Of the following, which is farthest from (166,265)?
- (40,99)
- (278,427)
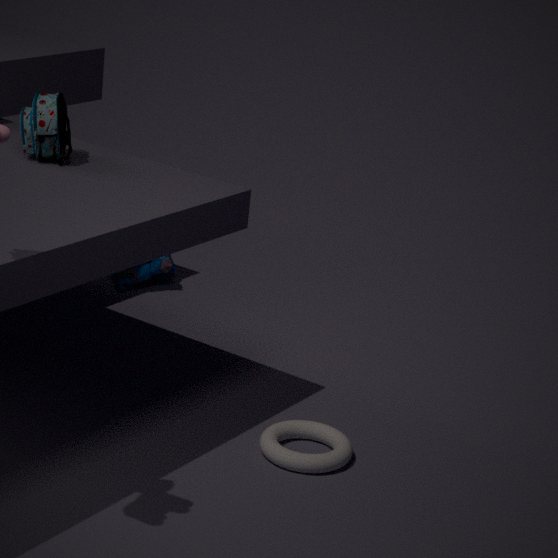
(278,427)
